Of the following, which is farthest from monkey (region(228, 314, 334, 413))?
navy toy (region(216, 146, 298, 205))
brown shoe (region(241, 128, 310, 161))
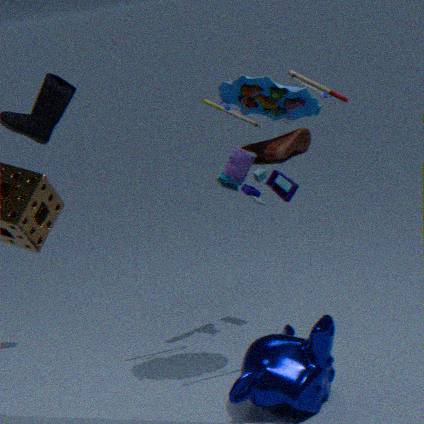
brown shoe (region(241, 128, 310, 161))
